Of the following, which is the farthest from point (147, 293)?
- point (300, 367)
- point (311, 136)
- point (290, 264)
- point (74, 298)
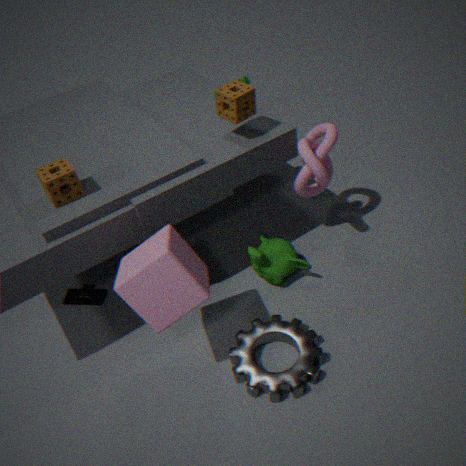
point (311, 136)
